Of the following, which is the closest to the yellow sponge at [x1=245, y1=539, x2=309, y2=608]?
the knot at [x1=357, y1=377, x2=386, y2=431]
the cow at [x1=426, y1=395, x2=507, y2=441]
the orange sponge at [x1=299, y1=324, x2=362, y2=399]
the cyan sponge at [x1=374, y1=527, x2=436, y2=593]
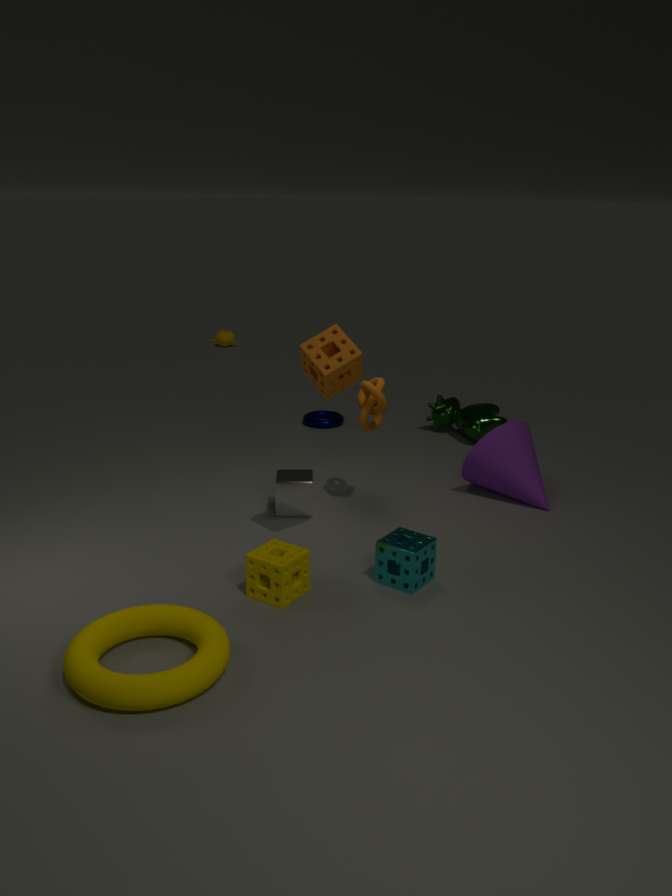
the cyan sponge at [x1=374, y1=527, x2=436, y2=593]
